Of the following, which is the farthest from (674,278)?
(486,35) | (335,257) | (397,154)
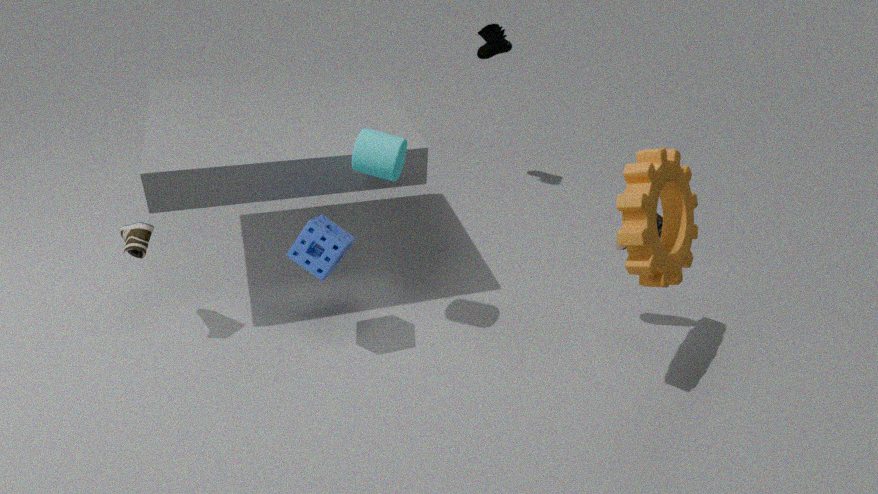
(486,35)
